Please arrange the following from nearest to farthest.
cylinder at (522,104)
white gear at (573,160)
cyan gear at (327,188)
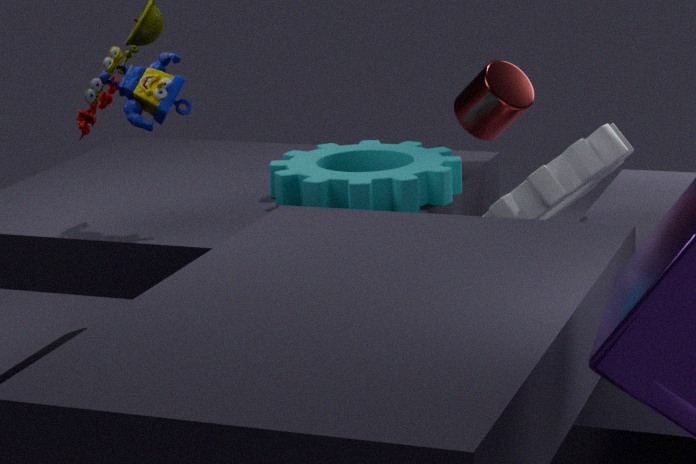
white gear at (573,160), cyan gear at (327,188), cylinder at (522,104)
